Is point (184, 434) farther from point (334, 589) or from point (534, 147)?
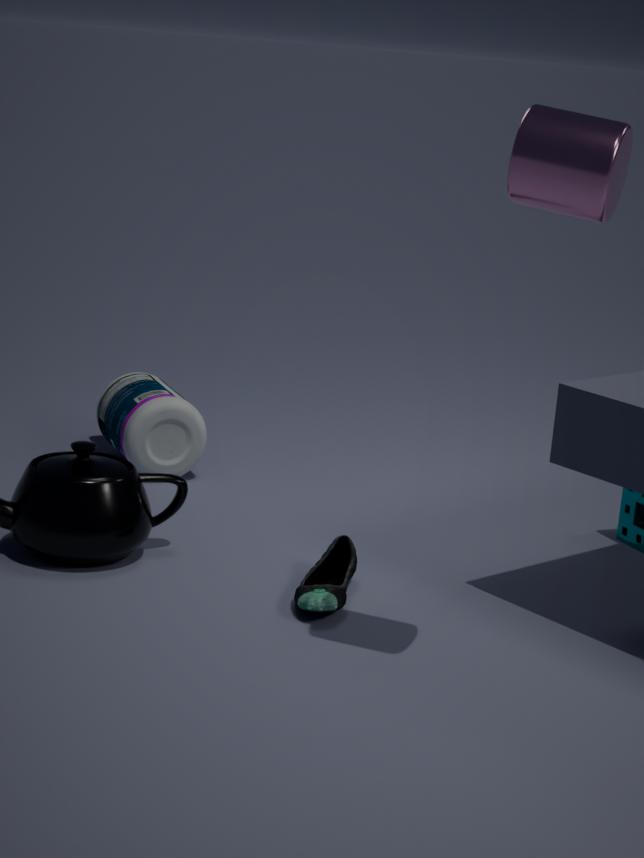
point (534, 147)
